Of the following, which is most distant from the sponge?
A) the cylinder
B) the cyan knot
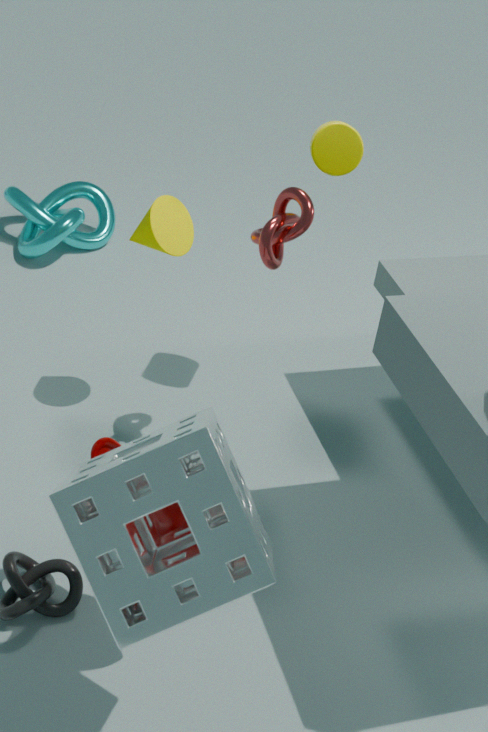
the cyan knot
